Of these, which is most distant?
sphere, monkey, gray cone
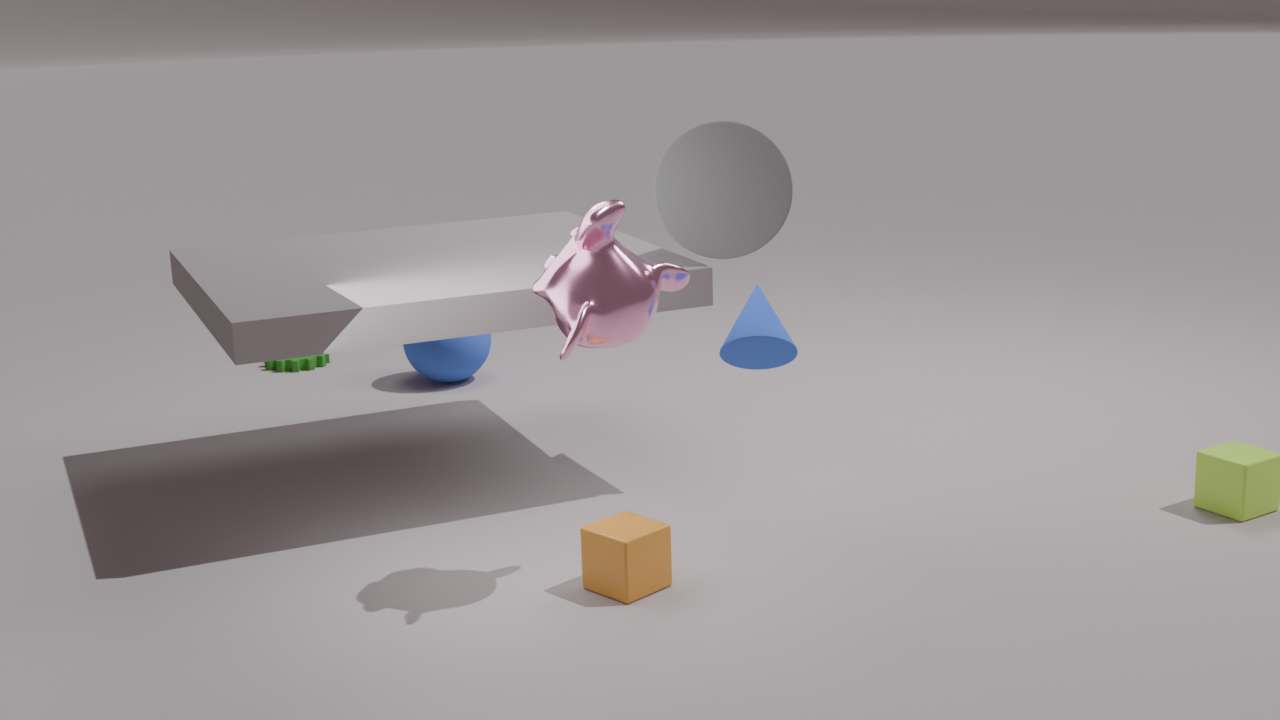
sphere
